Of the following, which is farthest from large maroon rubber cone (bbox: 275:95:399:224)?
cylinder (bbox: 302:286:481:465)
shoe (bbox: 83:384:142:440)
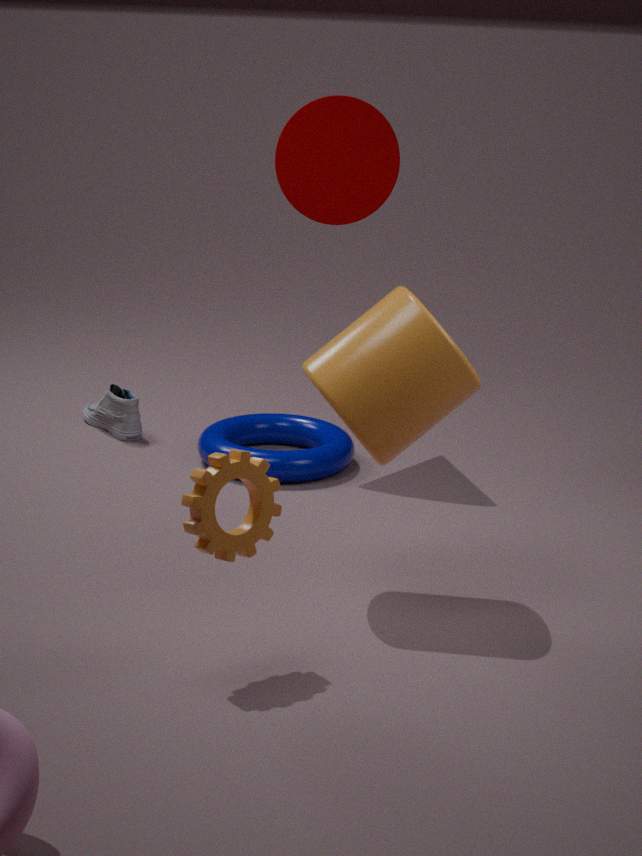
cylinder (bbox: 302:286:481:465)
